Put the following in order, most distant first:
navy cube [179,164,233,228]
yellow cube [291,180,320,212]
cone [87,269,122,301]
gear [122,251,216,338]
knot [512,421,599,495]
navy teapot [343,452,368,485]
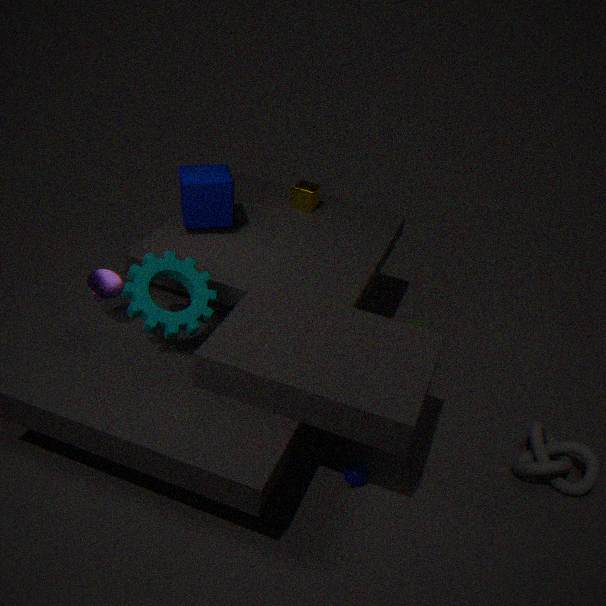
1. yellow cube [291,180,320,212]
2. navy cube [179,164,233,228]
3. knot [512,421,599,495]
4. navy teapot [343,452,368,485]
5. cone [87,269,122,301]
6. gear [122,251,216,338]
